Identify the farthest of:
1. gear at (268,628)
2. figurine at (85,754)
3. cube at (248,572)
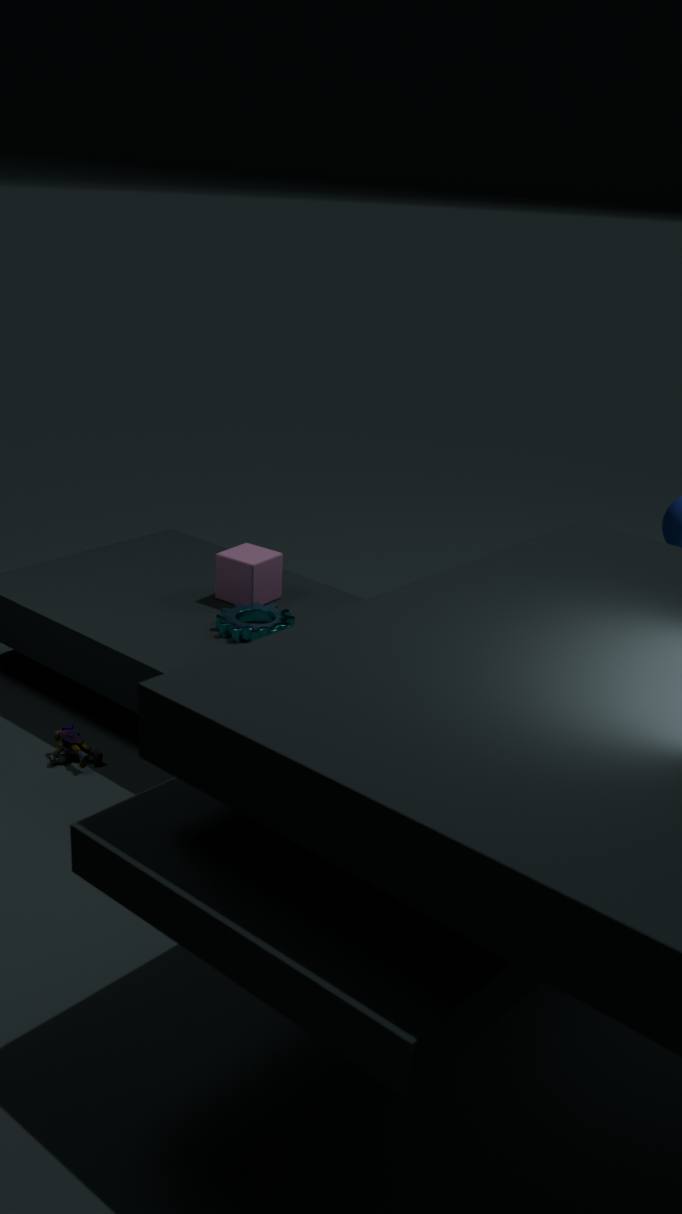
cube at (248,572)
